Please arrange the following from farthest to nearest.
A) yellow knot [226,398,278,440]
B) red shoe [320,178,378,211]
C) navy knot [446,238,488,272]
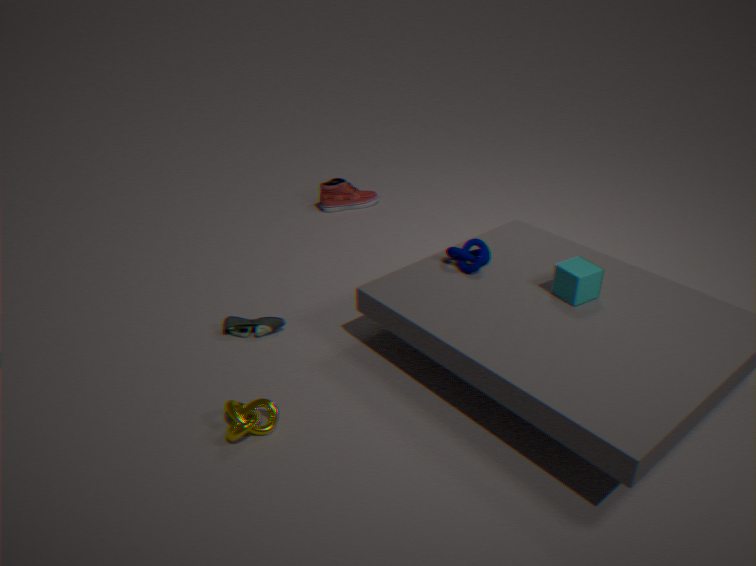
red shoe [320,178,378,211]
navy knot [446,238,488,272]
yellow knot [226,398,278,440]
